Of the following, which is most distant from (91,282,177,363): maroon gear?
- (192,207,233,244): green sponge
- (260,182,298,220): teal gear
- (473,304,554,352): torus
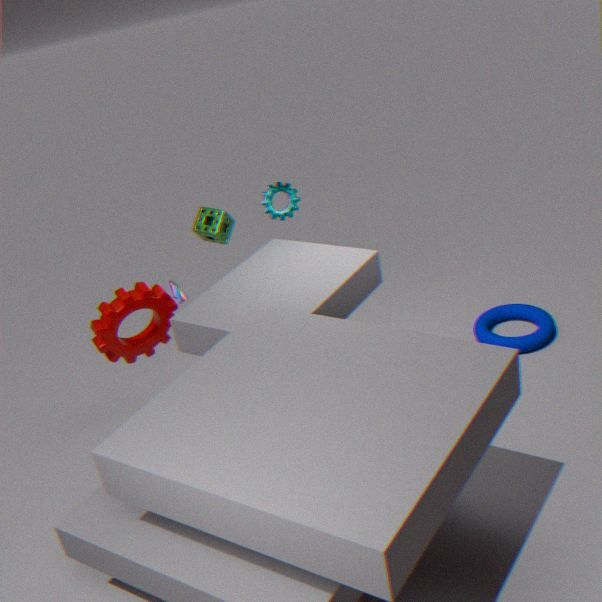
(473,304,554,352): torus
